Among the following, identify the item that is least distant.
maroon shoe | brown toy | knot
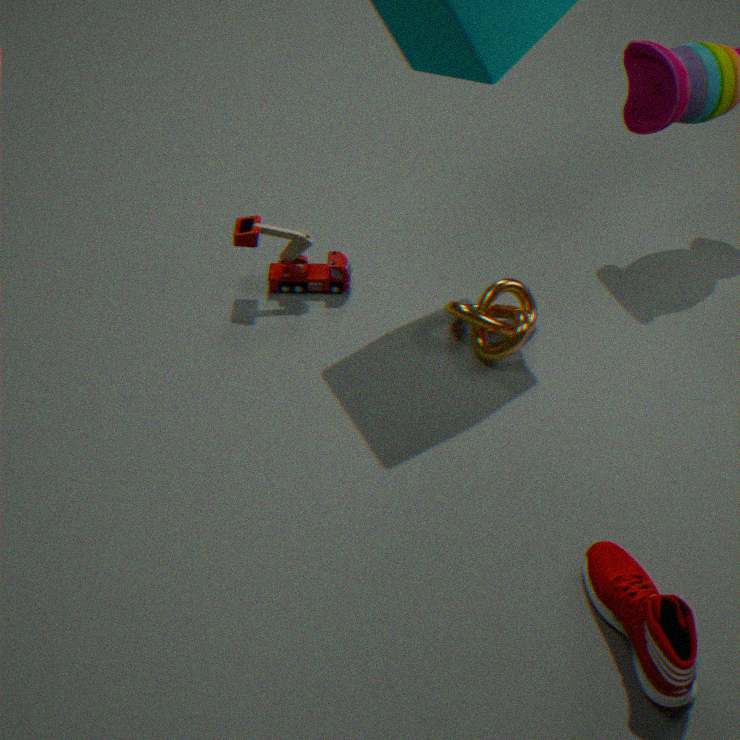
maroon shoe
